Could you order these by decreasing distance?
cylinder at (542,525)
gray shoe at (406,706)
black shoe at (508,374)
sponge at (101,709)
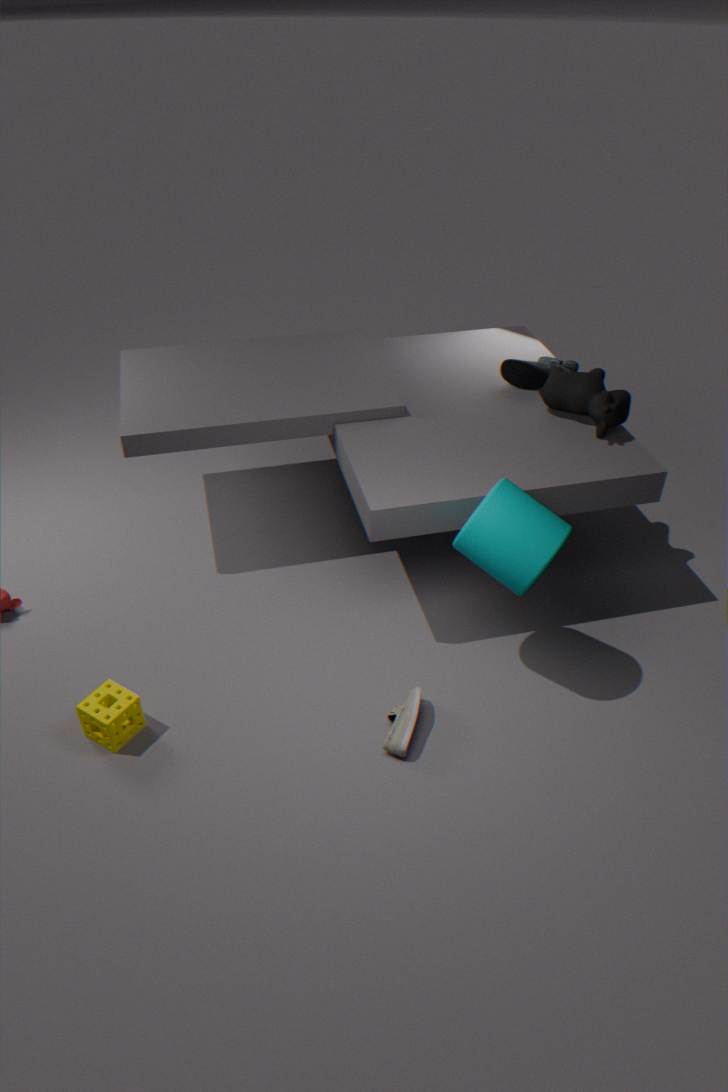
black shoe at (508,374)
gray shoe at (406,706)
sponge at (101,709)
cylinder at (542,525)
